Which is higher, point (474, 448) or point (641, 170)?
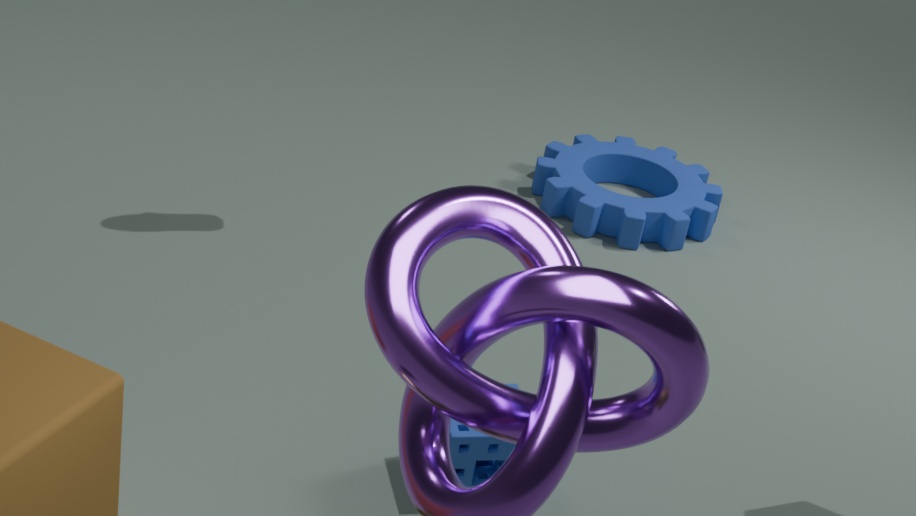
point (474, 448)
